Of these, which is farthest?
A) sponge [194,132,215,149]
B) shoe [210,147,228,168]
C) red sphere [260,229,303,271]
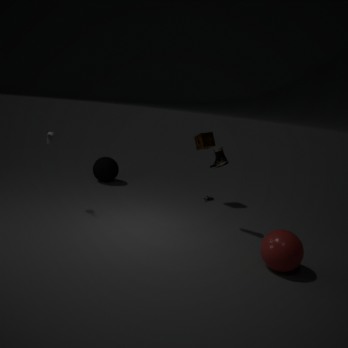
sponge [194,132,215,149]
